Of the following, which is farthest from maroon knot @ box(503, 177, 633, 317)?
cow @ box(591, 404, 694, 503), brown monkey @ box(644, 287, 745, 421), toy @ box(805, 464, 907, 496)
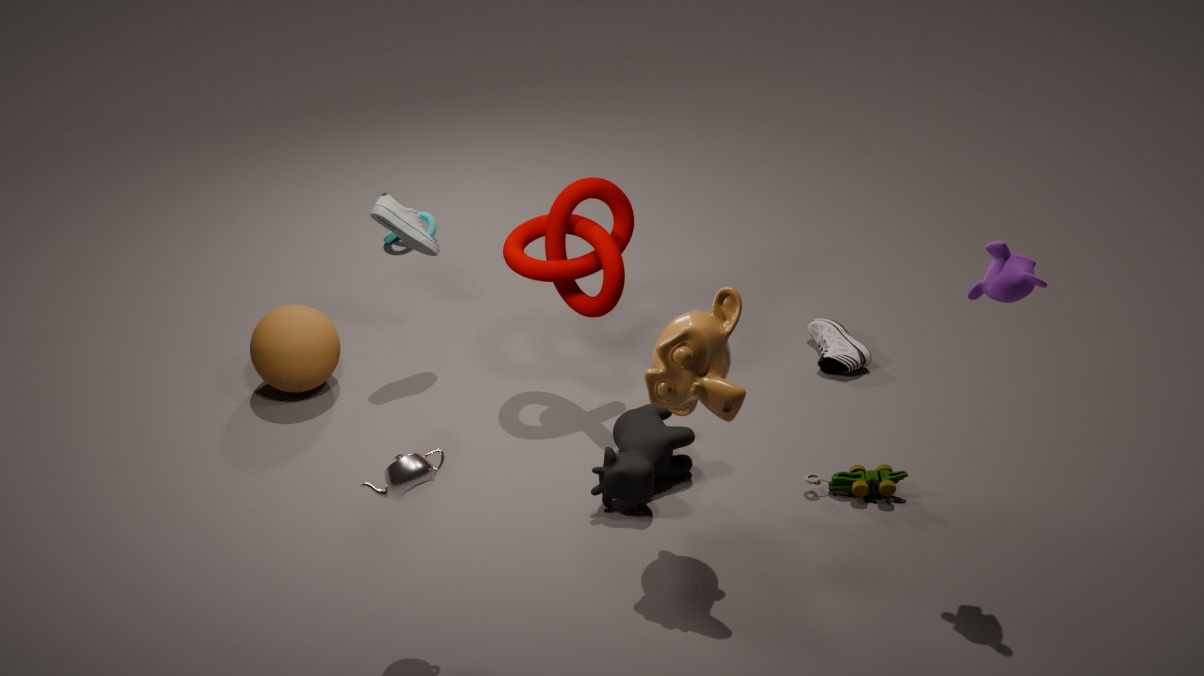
toy @ box(805, 464, 907, 496)
